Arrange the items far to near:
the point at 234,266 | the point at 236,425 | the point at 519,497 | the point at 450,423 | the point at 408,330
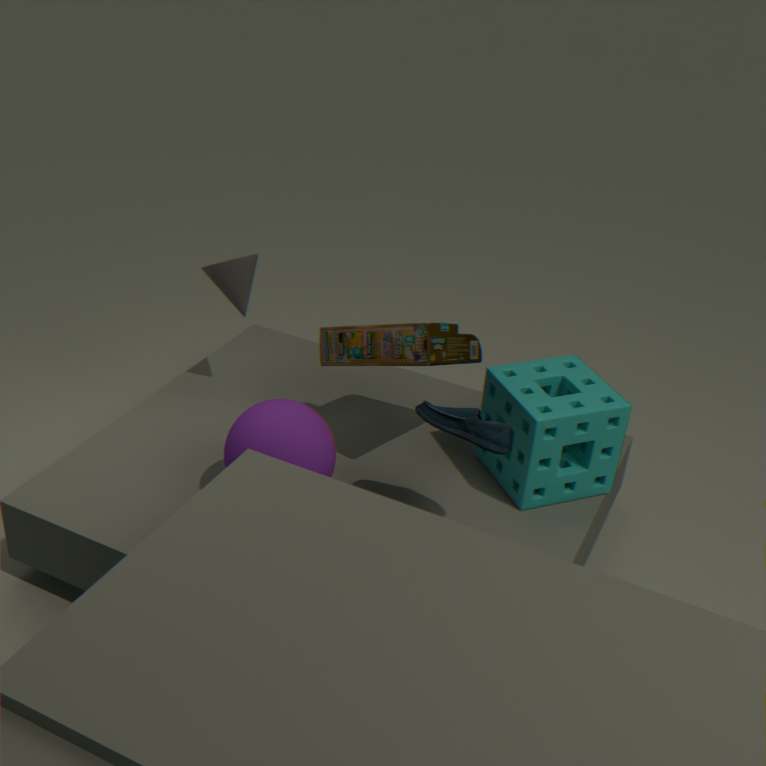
1. the point at 234,266
2. the point at 519,497
3. the point at 408,330
4. the point at 236,425
5. the point at 450,423
